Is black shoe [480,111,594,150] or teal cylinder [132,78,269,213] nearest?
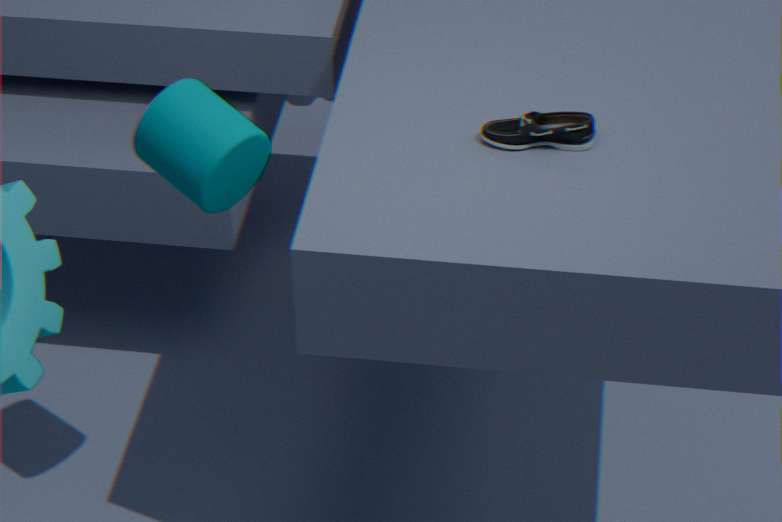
teal cylinder [132,78,269,213]
